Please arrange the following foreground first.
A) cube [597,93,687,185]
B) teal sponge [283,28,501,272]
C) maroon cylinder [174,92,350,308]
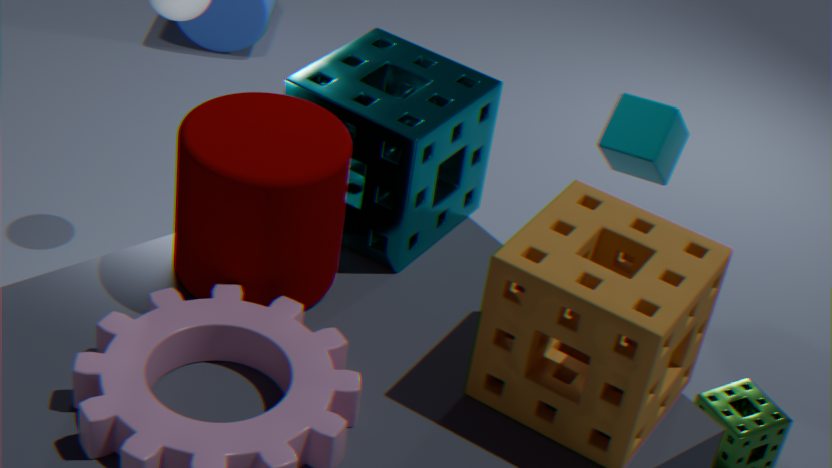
maroon cylinder [174,92,350,308] < teal sponge [283,28,501,272] < cube [597,93,687,185]
